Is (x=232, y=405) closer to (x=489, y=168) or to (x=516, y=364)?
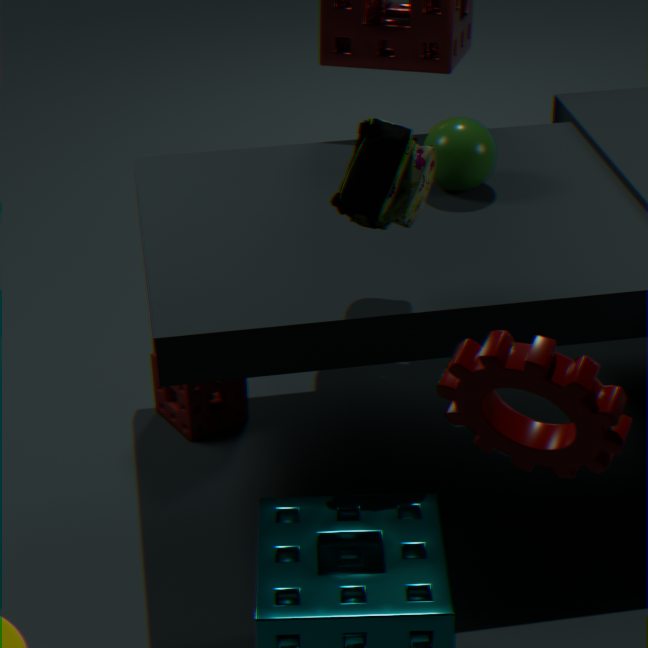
(x=489, y=168)
